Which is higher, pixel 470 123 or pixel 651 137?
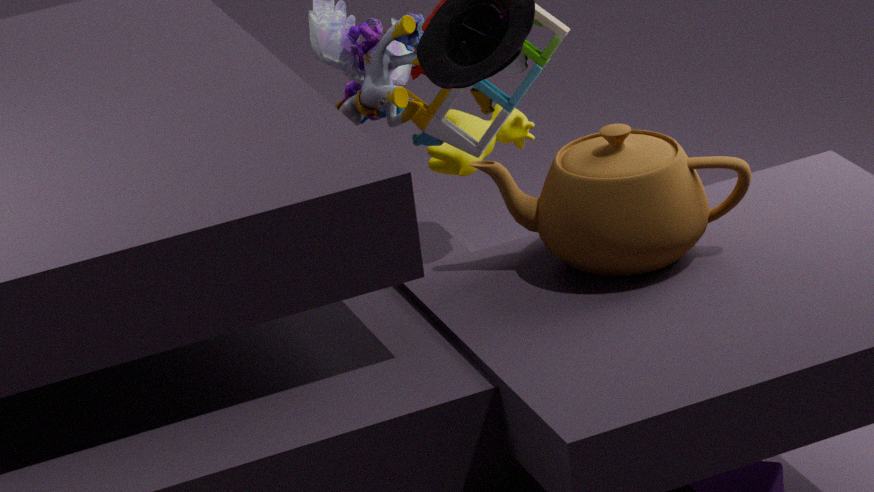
pixel 651 137
